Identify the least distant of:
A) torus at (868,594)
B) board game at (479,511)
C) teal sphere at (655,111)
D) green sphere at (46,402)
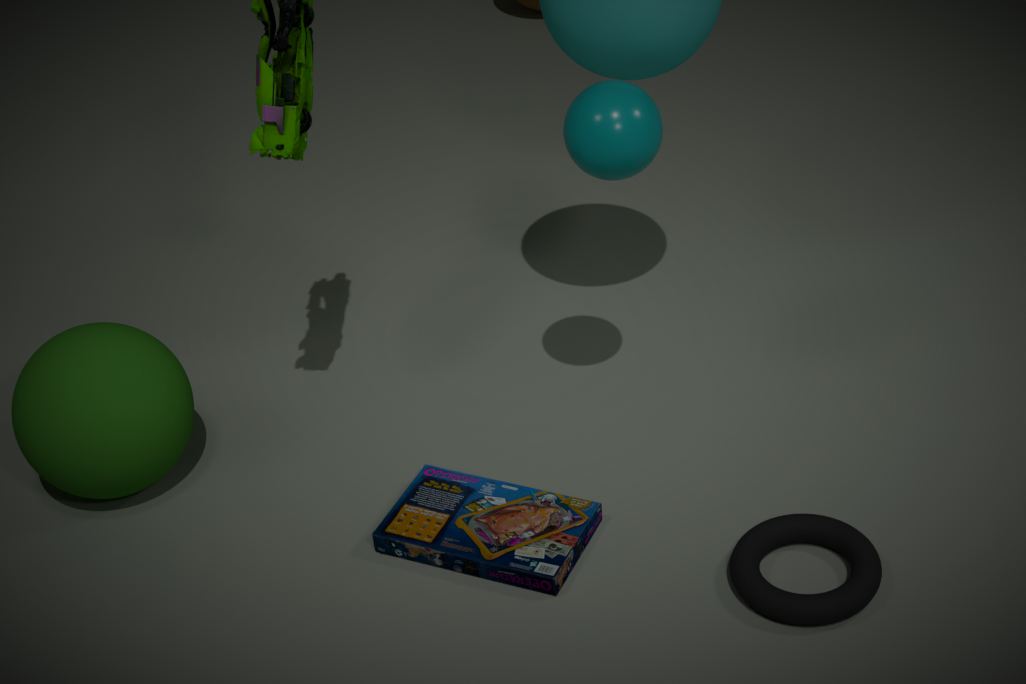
torus at (868,594)
